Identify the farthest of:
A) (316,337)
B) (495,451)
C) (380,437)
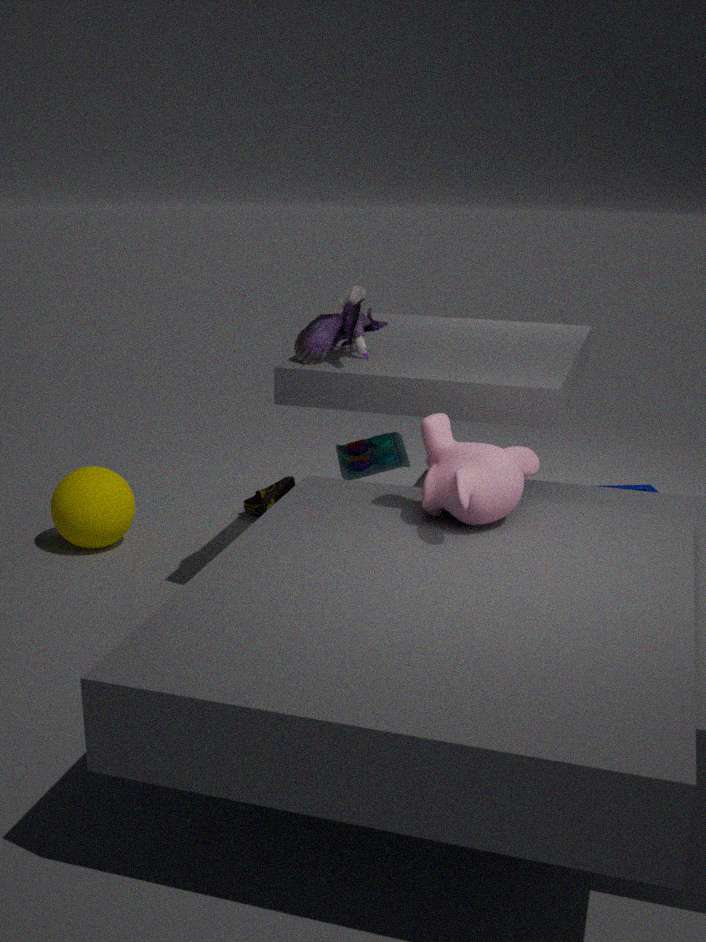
(380,437)
